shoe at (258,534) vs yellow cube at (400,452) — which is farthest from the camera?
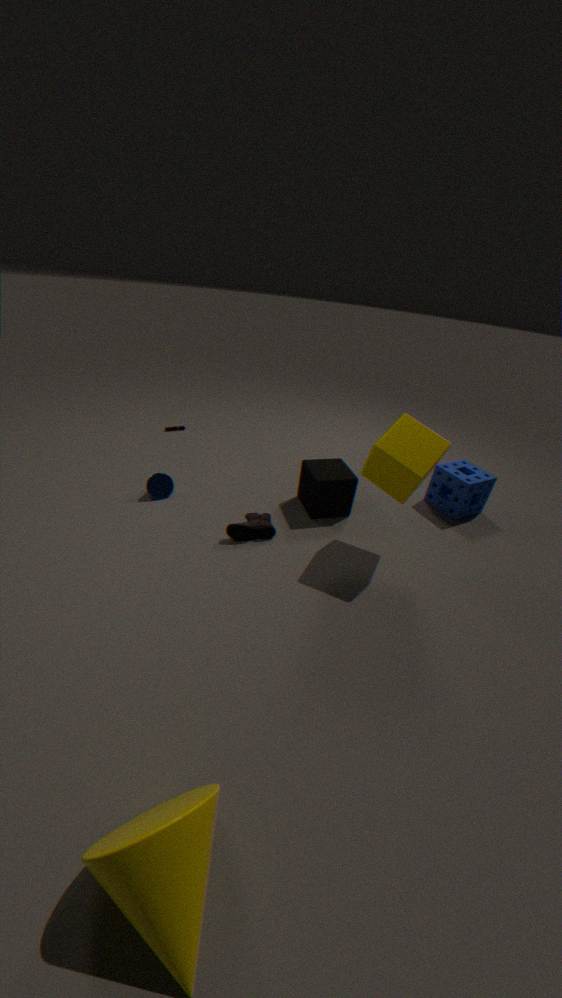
shoe at (258,534)
